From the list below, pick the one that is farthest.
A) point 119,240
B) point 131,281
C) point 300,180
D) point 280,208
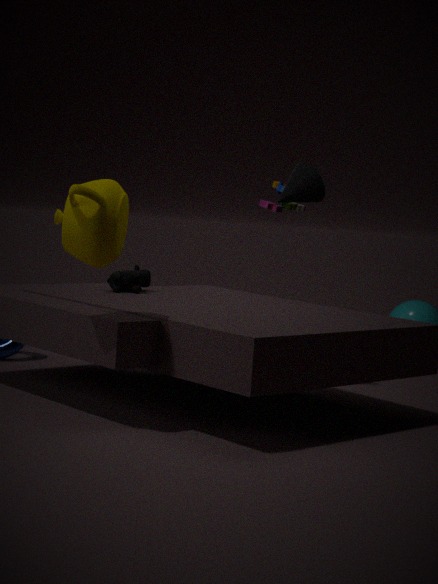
Answer: point 280,208
